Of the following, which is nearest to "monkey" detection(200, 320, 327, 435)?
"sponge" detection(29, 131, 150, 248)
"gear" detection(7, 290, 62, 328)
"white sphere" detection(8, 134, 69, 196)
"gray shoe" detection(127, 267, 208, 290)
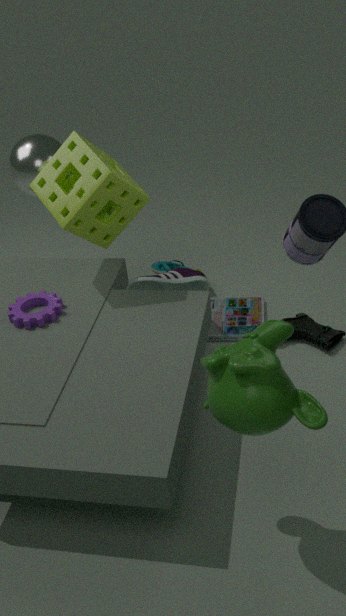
"gear" detection(7, 290, 62, 328)
